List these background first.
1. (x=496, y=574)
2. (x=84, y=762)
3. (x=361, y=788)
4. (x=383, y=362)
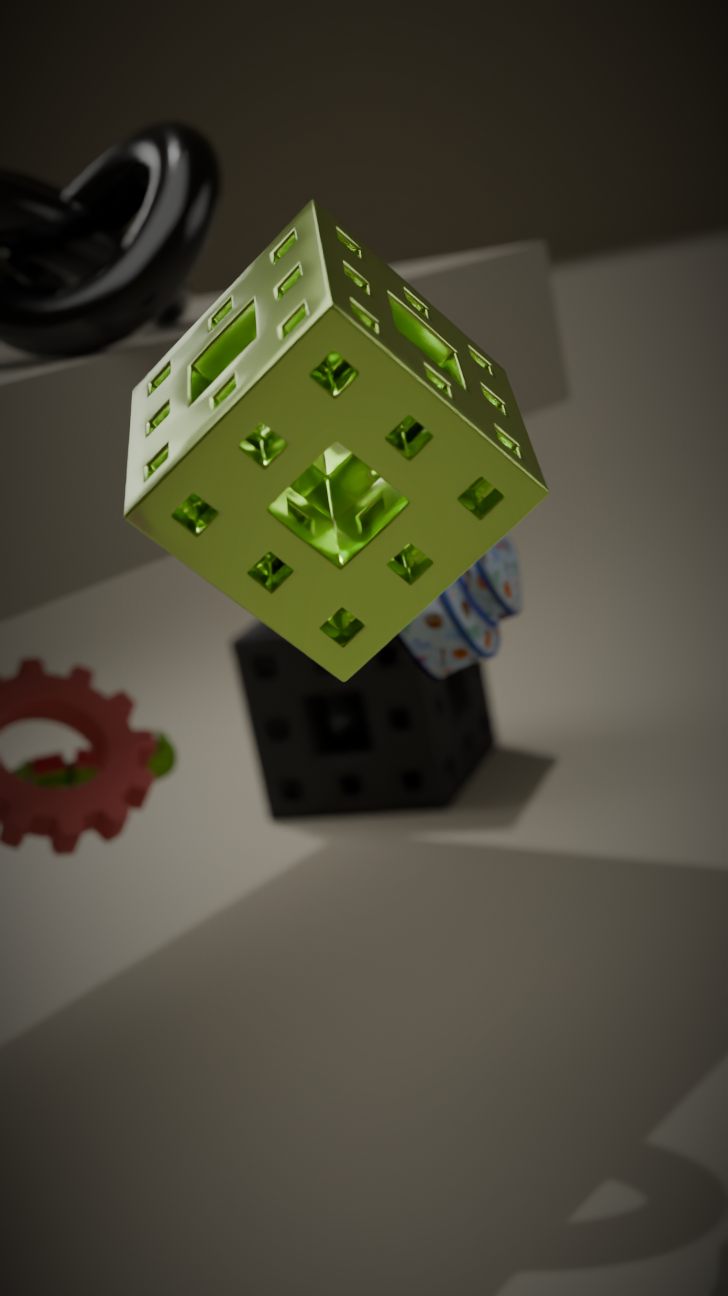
1. (x=361, y=788)
2. (x=84, y=762)
3. (x=496, y=574)
4. (x=383, y=362)
